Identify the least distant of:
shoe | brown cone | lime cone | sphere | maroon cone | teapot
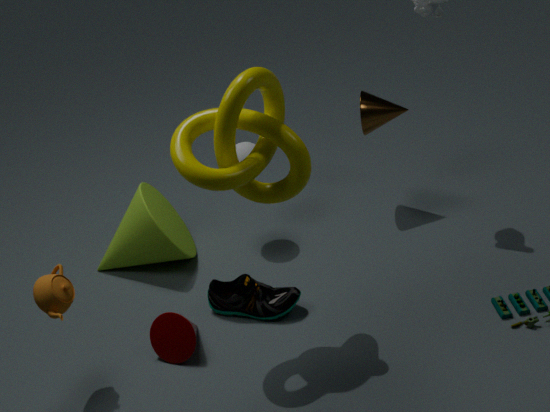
teapot
